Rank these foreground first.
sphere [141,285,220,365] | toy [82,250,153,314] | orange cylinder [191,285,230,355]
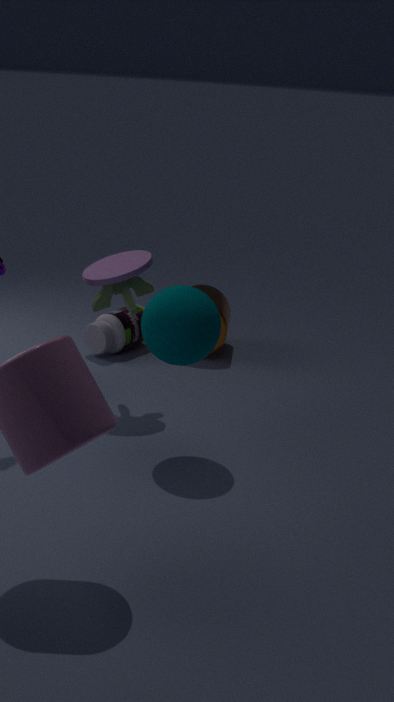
sphere [141,285,220,365] < toy [82,250,153,314] < orange cylinder [191,285,230,355]
